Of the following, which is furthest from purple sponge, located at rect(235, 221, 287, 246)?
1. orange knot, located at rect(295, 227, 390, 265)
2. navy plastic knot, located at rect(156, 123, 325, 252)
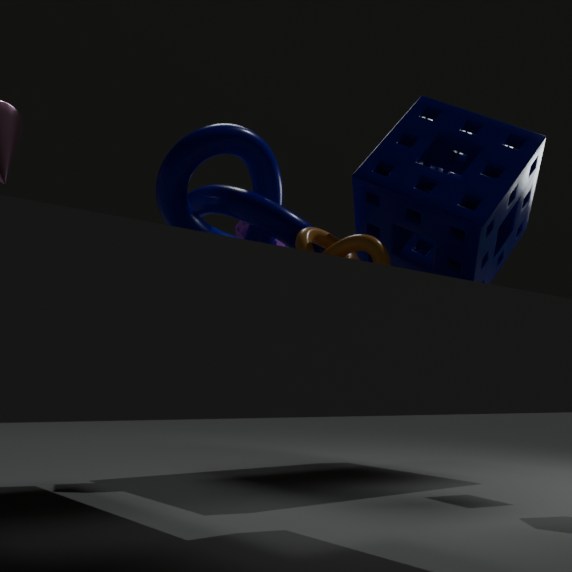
orange knot, located at rect(295, 227, 390, 265)
